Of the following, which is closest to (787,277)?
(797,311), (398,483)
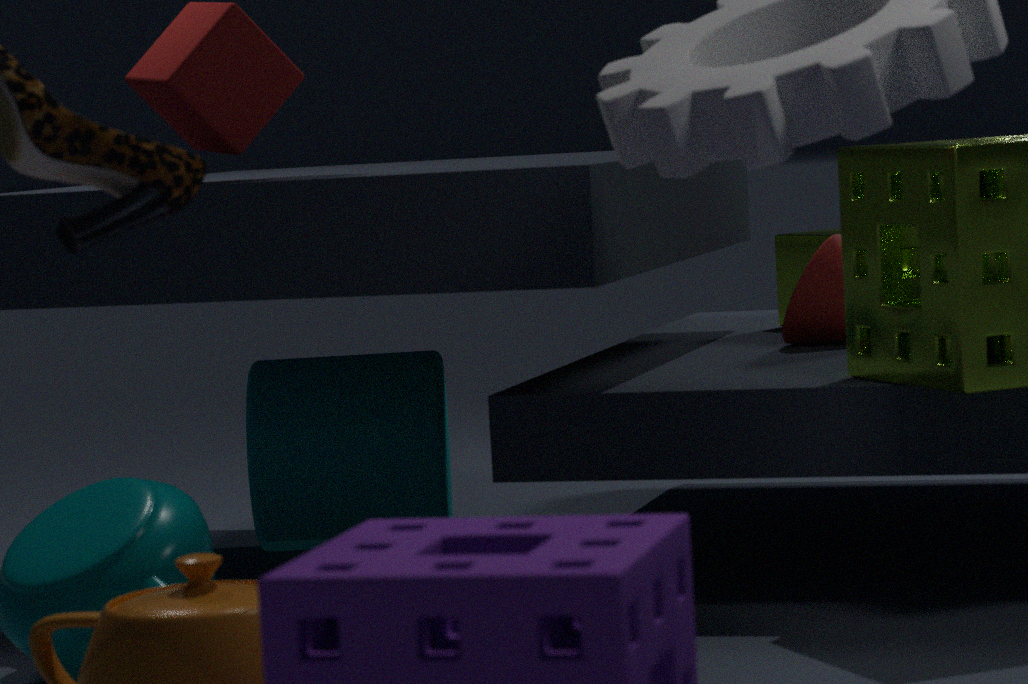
(797,311)
